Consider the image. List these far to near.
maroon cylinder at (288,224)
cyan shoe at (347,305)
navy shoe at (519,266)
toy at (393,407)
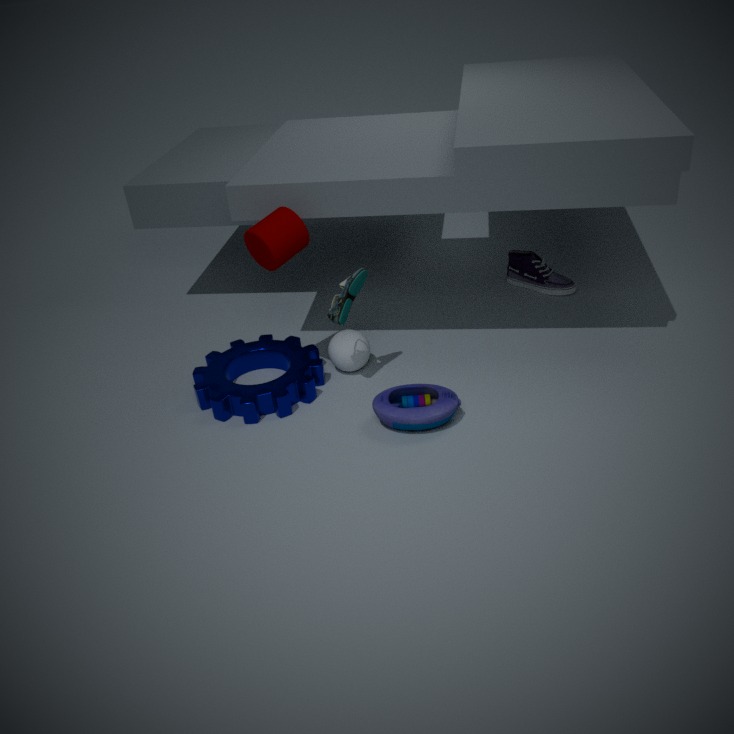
navy shoe at (519,266), cyan shoe at (347,305), maroon cylinder at (288,224), toy at (393,407)
